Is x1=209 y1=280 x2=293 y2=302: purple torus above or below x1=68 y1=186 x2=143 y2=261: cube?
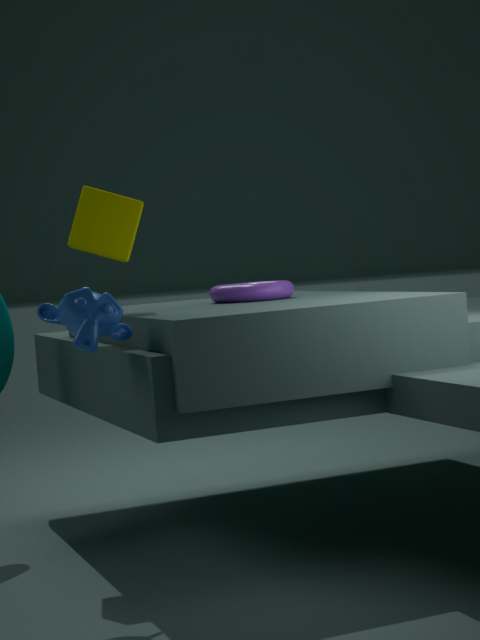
below
